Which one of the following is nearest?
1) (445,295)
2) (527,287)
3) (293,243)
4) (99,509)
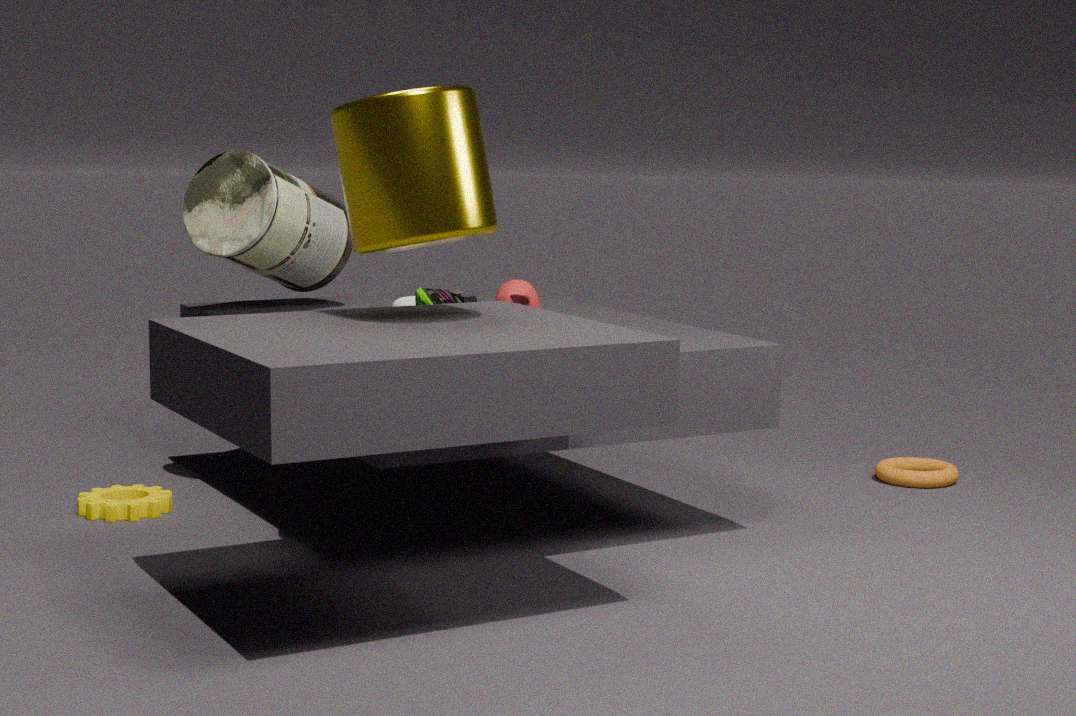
1. (445,295)
